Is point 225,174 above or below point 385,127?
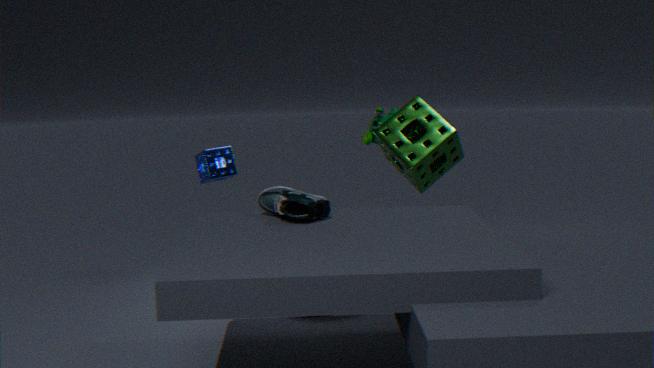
below
